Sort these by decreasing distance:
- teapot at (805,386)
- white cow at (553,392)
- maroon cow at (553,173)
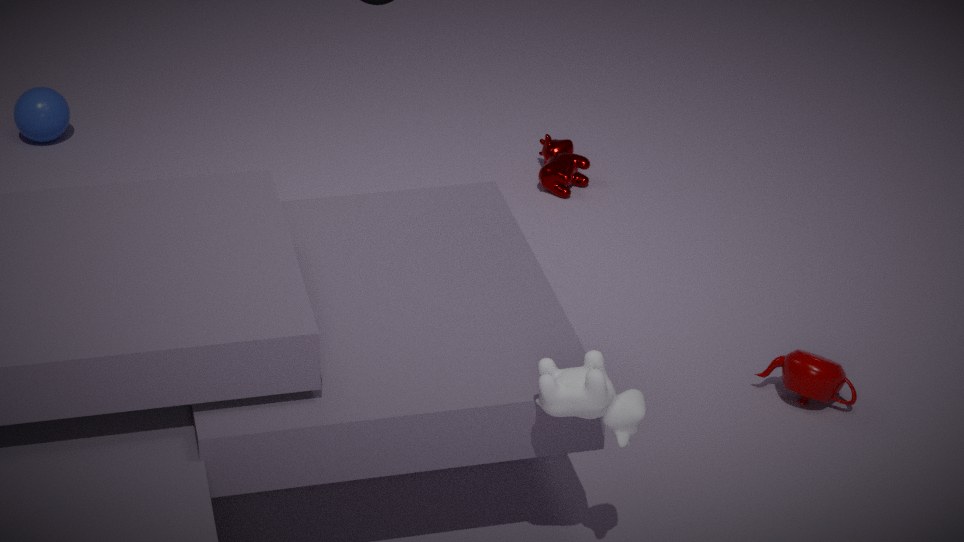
1. maroon cow at (553,173)
2. teapot at (805,386)
3. white cow at (553,392)
